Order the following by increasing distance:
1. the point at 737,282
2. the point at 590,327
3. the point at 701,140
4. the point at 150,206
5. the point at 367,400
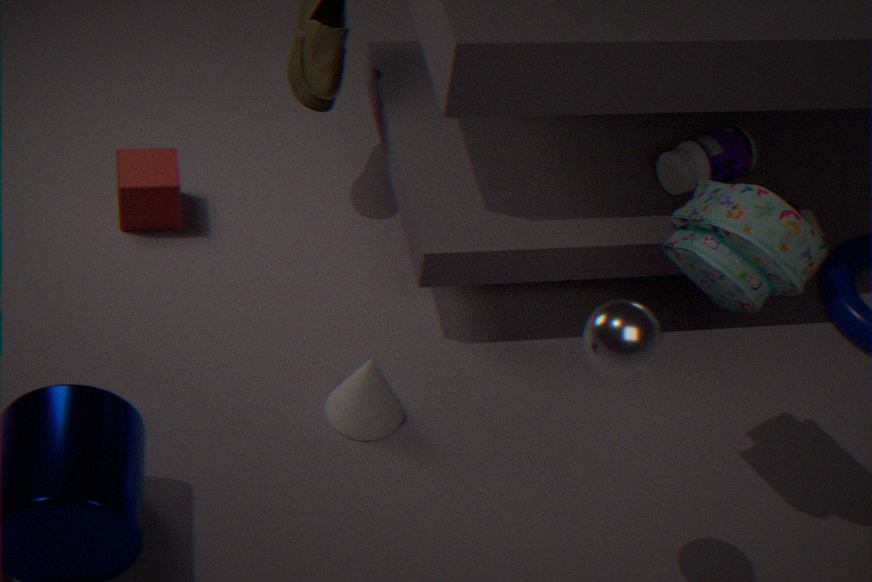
the point at 590,327 → the point at 737,282 → the point at 367,400 → the point at 701,140 → the point at 150,206
